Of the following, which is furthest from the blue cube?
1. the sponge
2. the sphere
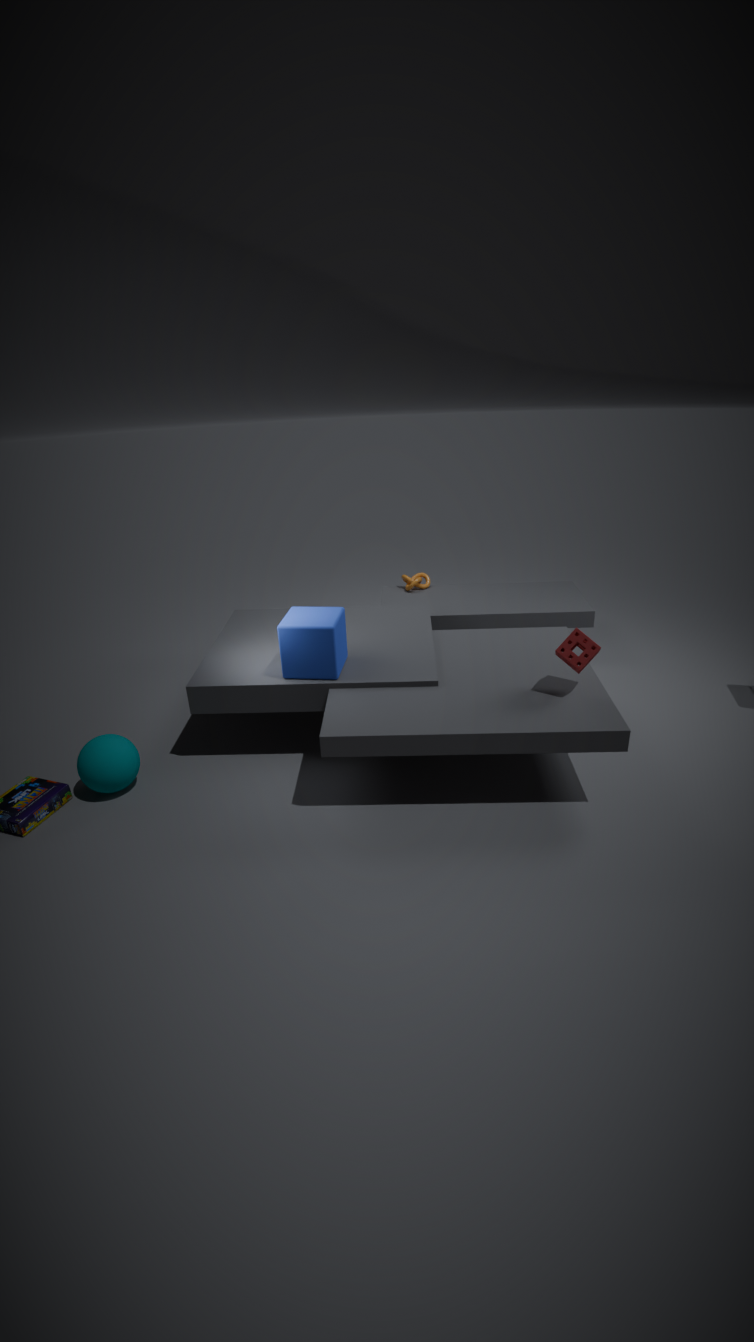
the sponge
